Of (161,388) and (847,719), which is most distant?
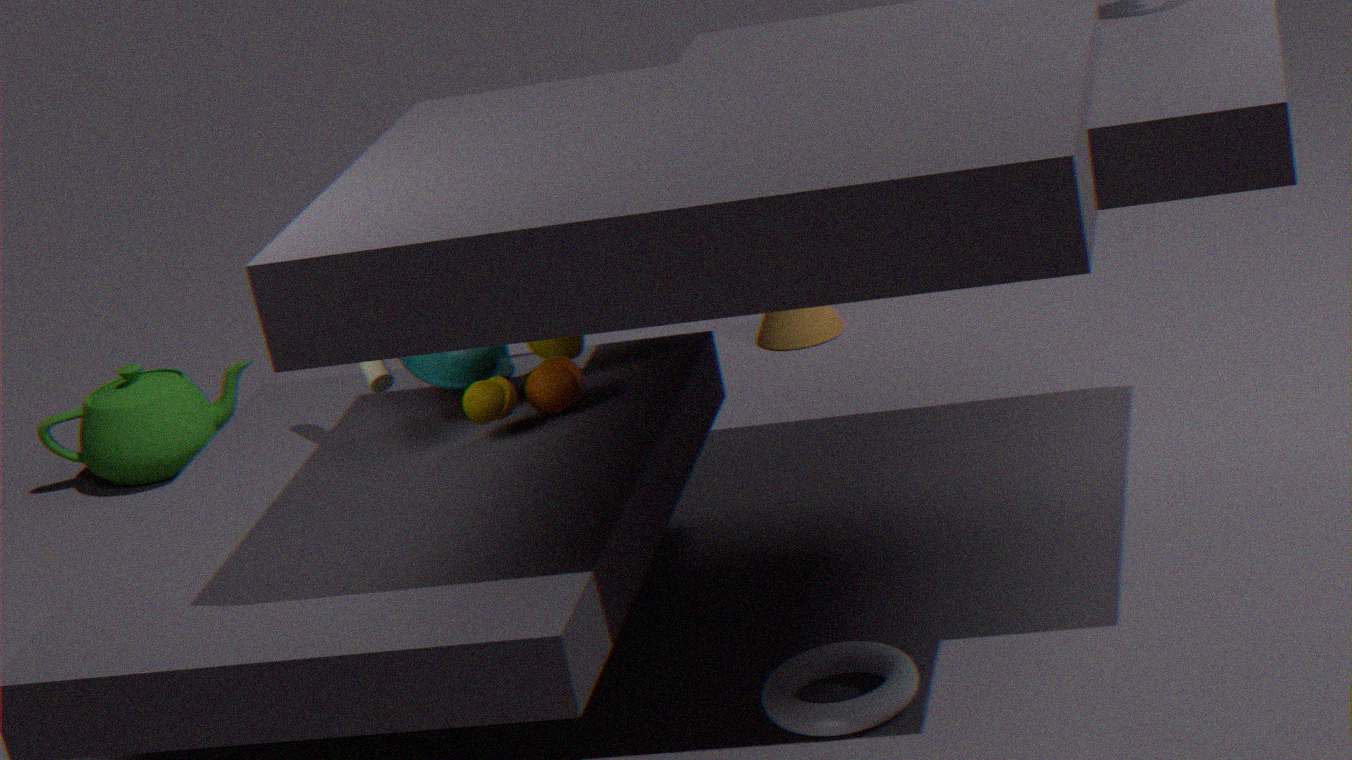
(161,388)
